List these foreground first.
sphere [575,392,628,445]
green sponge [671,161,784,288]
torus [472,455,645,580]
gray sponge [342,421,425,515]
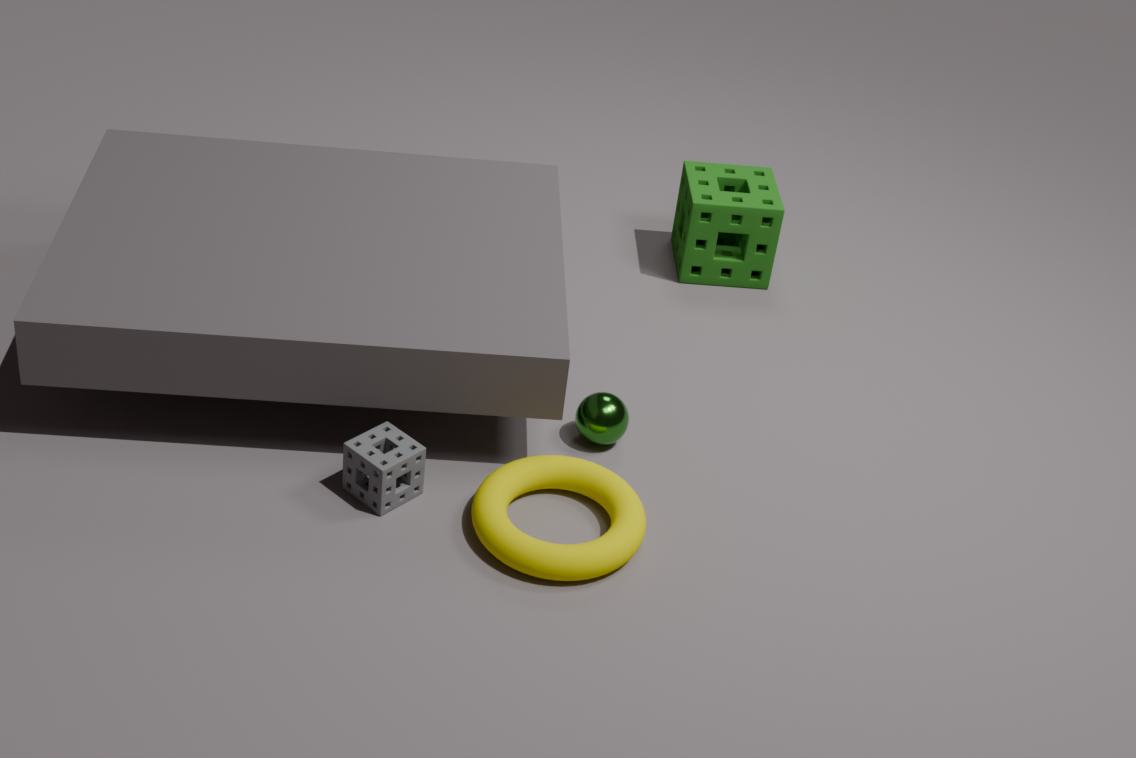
torus [472,455,645,580] < gray sponge [342,421,425,515] < sphere [575,392,628,445] < green sponge [671,161,784,288]
